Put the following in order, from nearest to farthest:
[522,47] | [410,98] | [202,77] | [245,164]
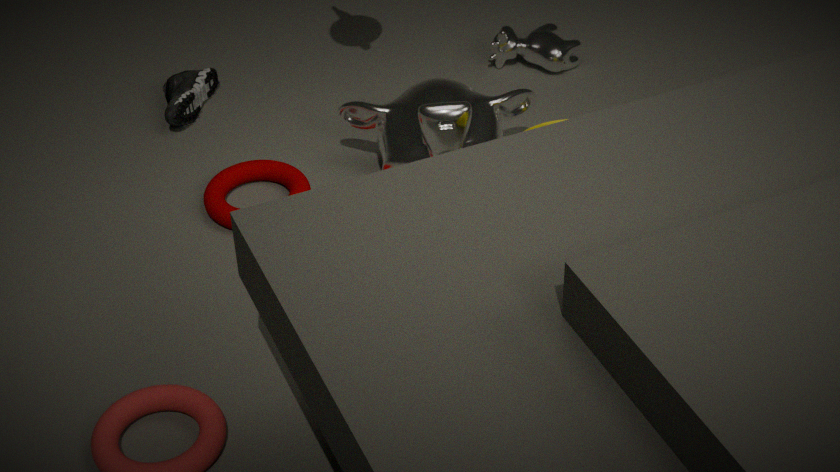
[410,98] → [245,164] → [202,77] → [522,47]
